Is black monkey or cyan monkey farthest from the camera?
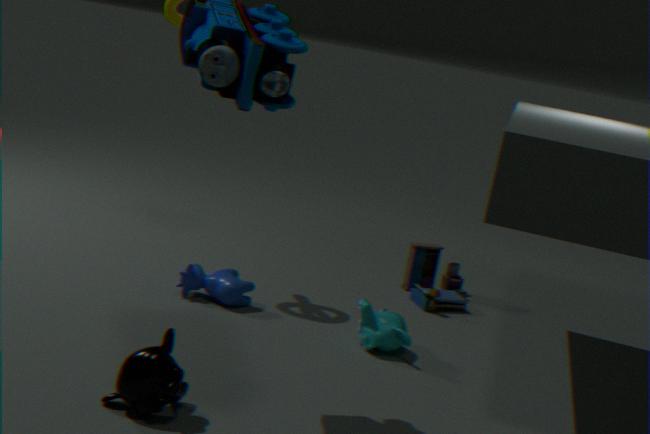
cyan monkey
